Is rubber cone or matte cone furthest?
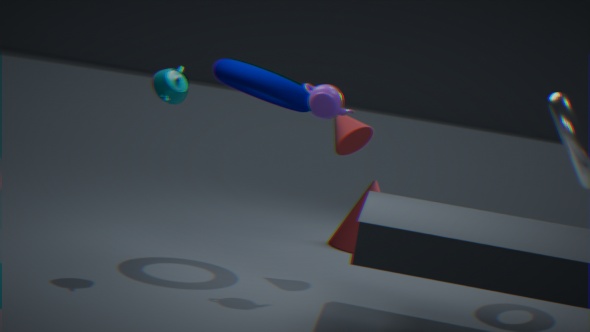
matte cone
